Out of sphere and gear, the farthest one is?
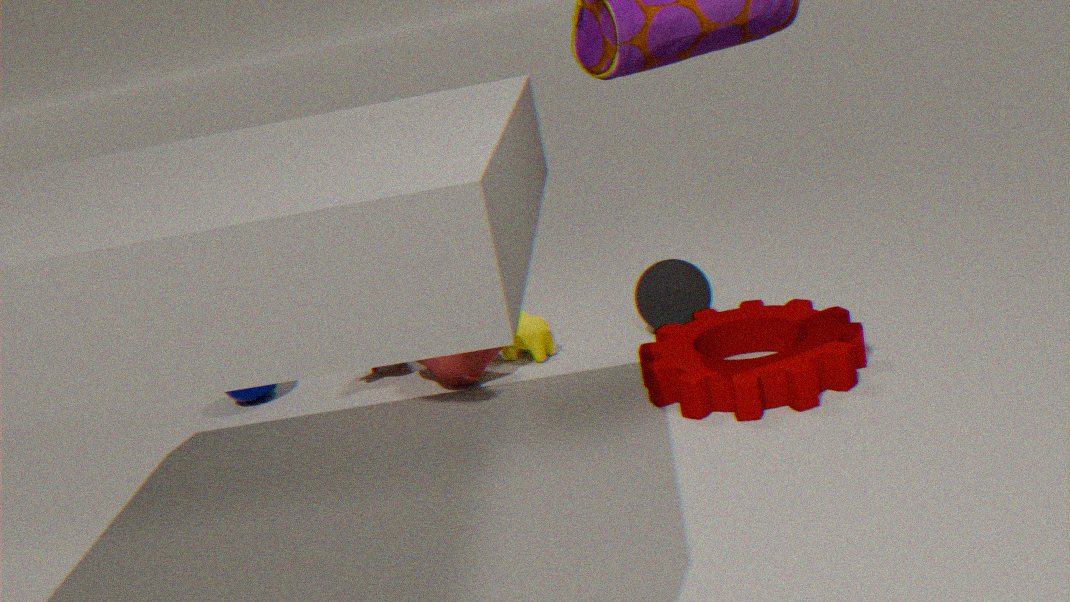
sphere
